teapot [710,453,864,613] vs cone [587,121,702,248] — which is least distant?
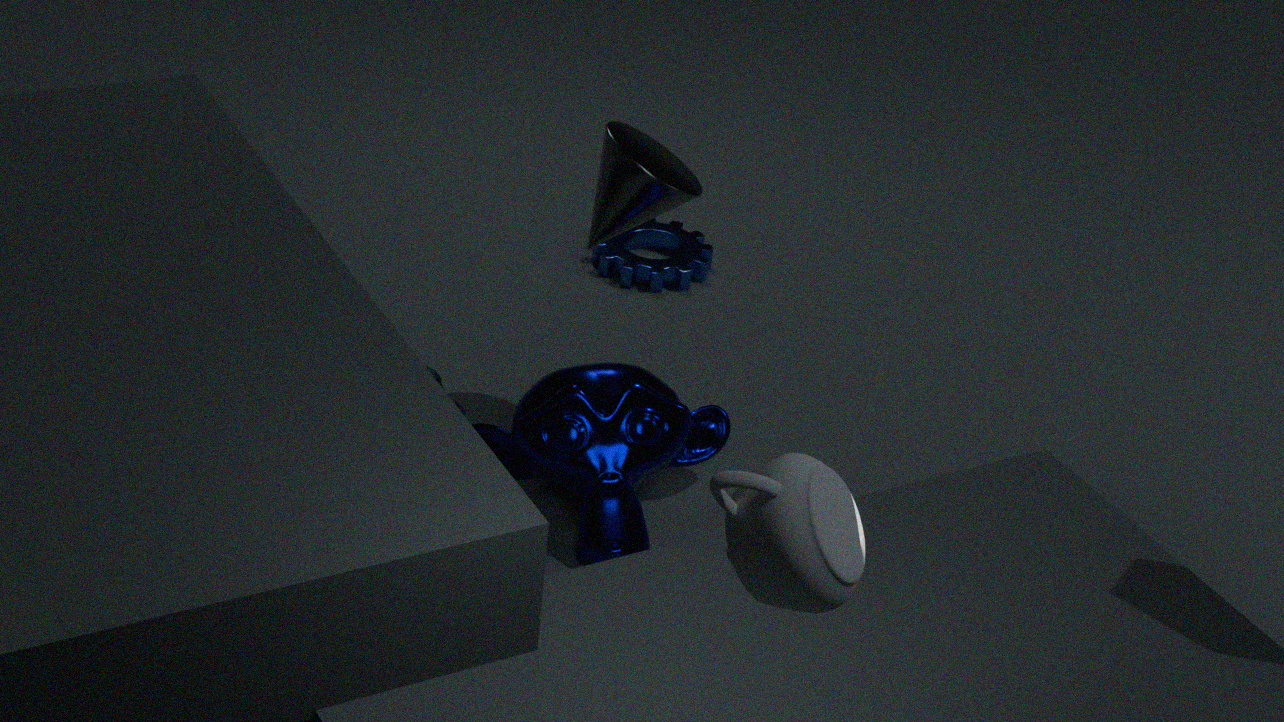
teapot [710,453,864,613]
